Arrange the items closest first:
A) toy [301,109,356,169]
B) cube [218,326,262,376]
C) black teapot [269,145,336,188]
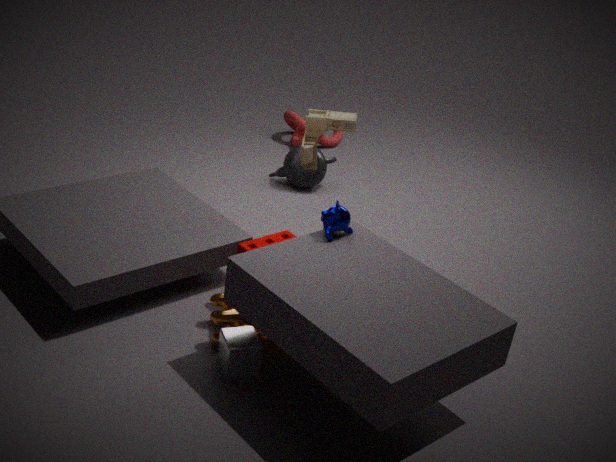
cube [218,326,262,376] → toy [301,109,356,169] → black teapot [269,145,336,188]
